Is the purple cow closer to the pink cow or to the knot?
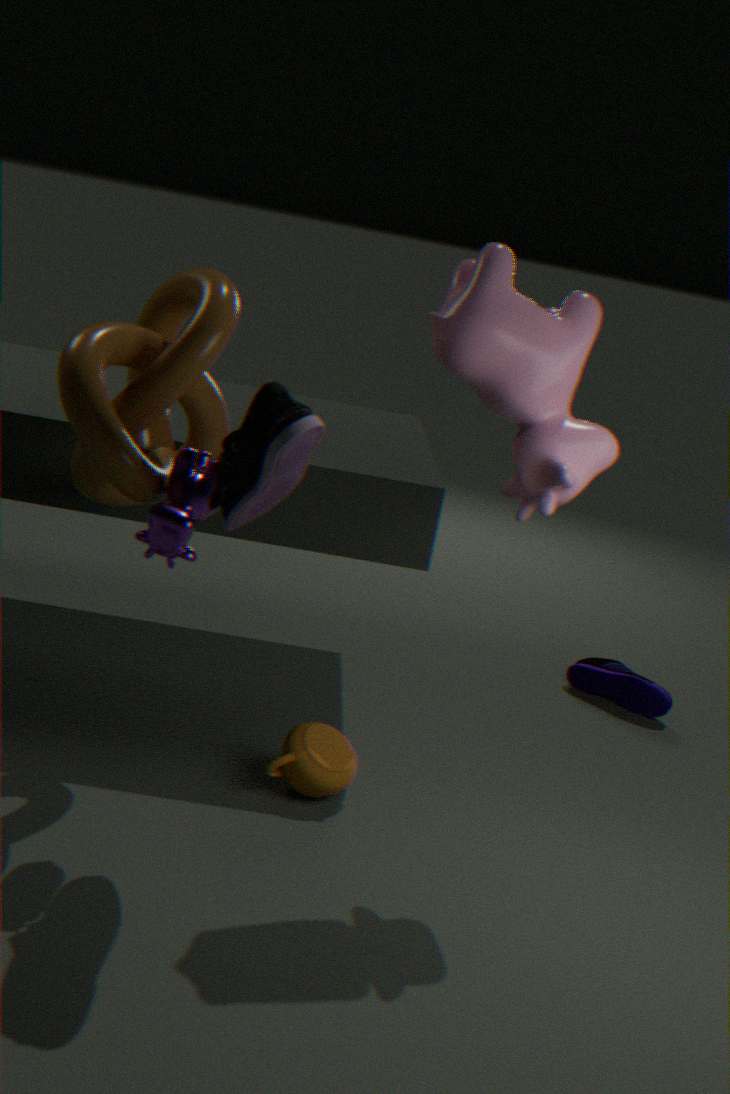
the knot
